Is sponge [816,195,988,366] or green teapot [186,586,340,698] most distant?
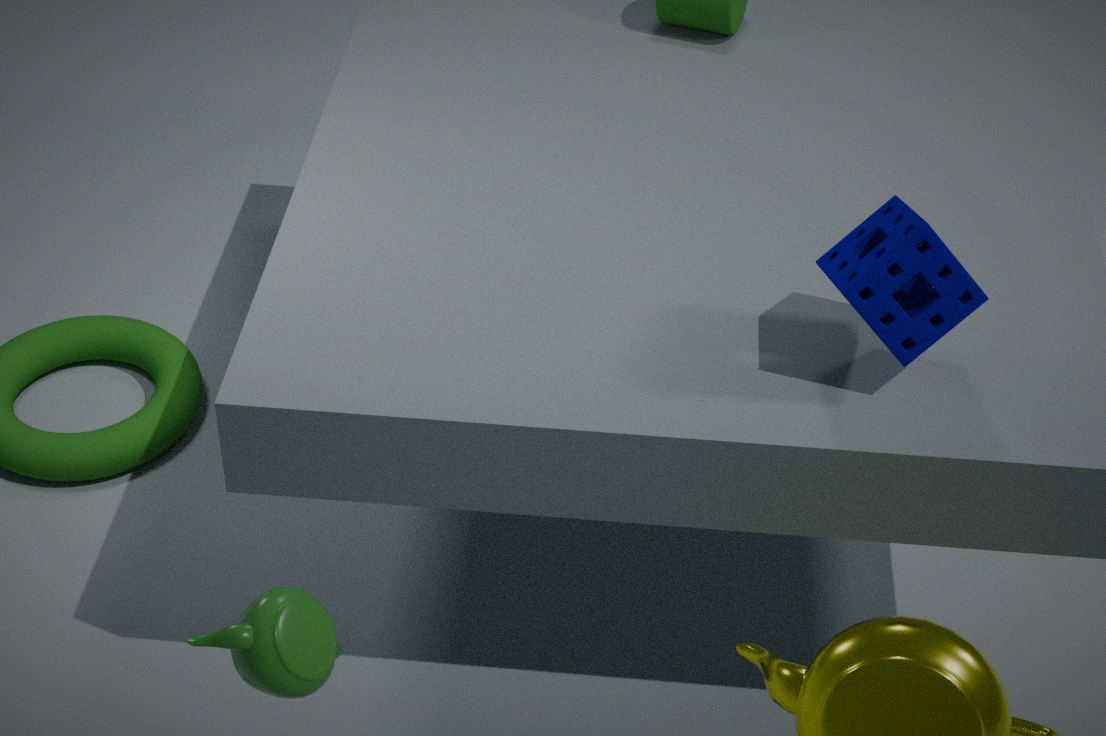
sponge [816,195,988,366]
